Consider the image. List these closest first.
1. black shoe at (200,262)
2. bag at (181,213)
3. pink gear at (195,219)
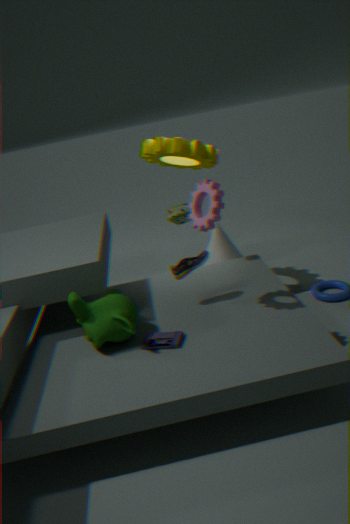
1. pink gear at (195,219)
2. black shoe at (200,262)
3. bag at (181,213)
